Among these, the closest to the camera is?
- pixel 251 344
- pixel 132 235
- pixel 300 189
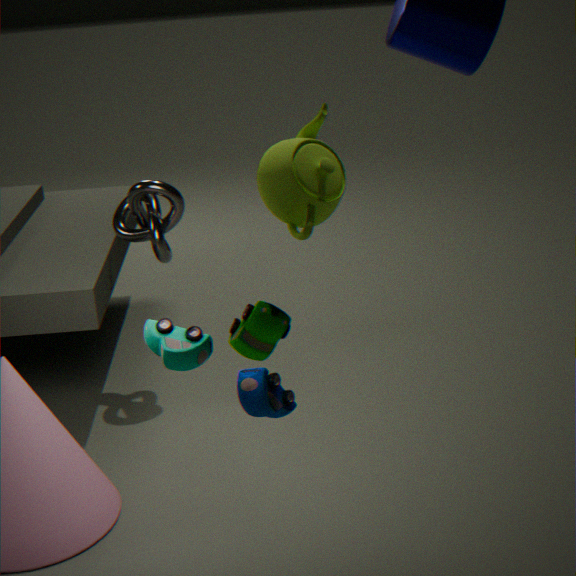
pixel 300 189
